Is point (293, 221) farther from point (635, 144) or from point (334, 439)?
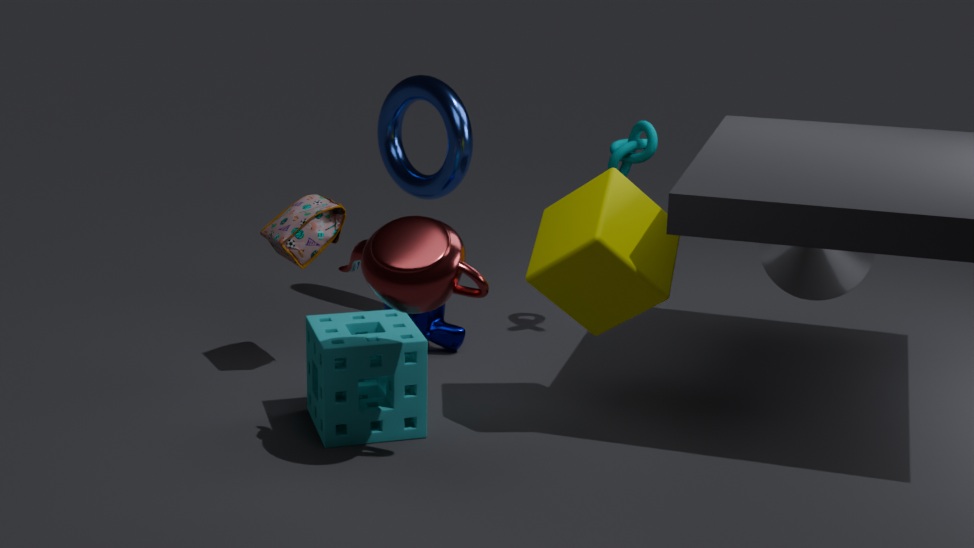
point (635, 144)
